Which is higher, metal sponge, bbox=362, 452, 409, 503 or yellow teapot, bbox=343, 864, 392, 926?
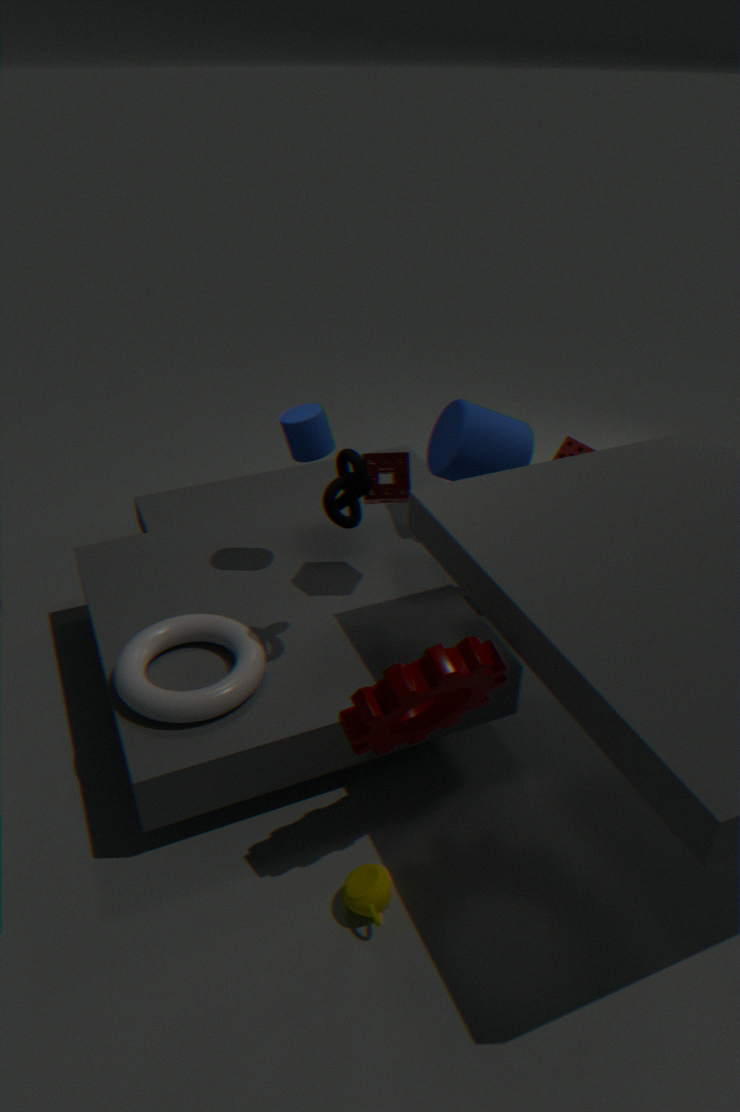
metal sponge, bbox=362, 452, 409, 503
